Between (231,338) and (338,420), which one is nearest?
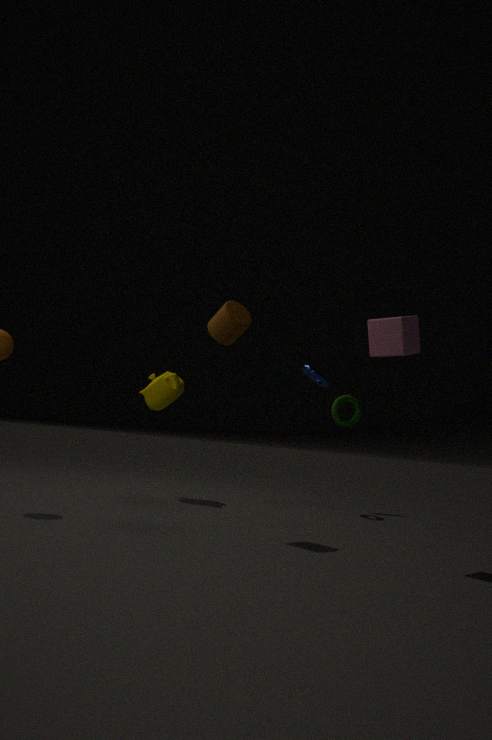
(231,338)
